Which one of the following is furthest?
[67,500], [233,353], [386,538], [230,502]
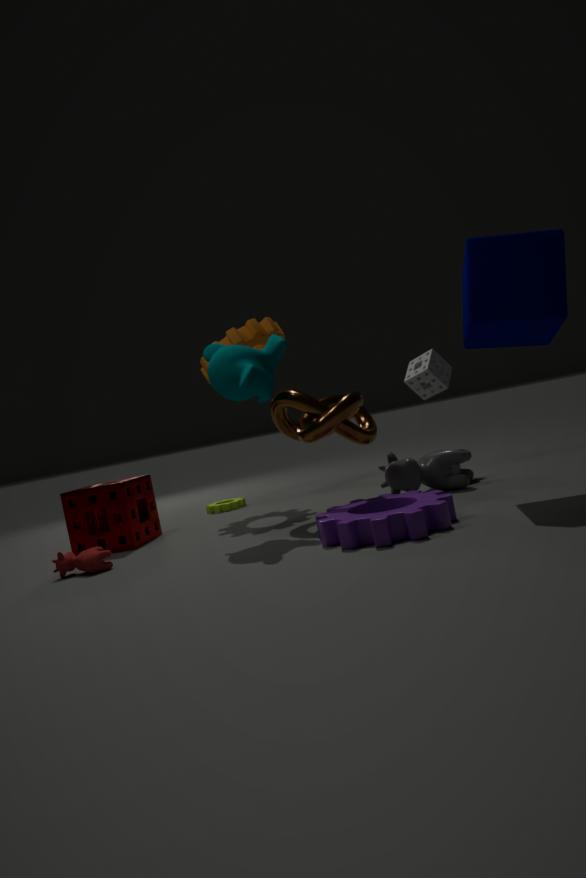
[230,502]
